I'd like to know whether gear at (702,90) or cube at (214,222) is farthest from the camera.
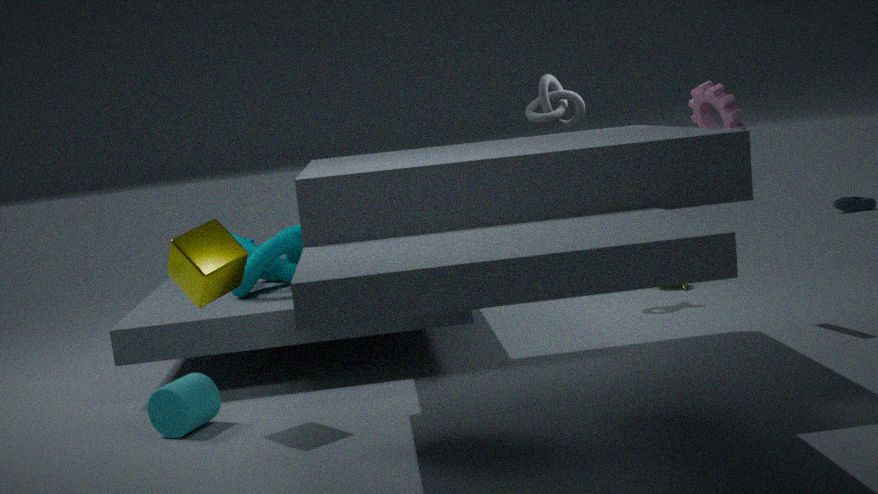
gear at (702,90)
